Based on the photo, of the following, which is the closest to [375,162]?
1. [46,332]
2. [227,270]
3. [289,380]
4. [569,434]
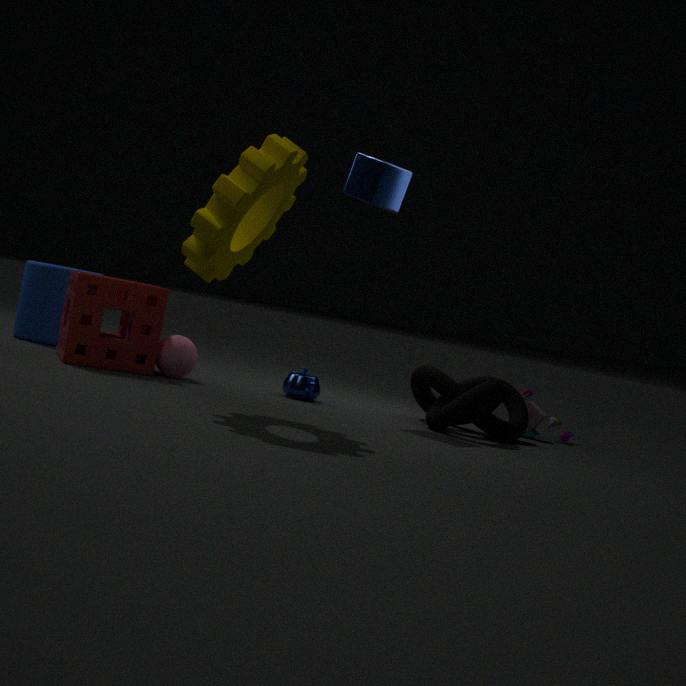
[227,270]
